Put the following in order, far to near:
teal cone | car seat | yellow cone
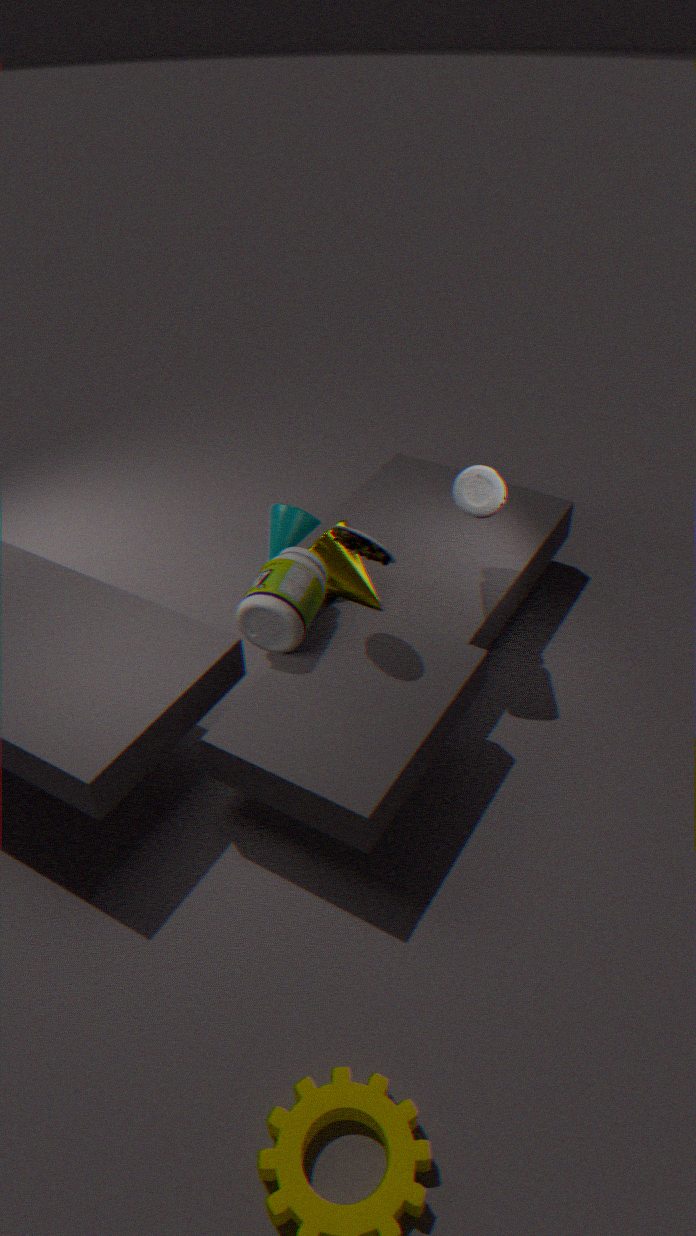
teal cone
yellow cone
car seat
